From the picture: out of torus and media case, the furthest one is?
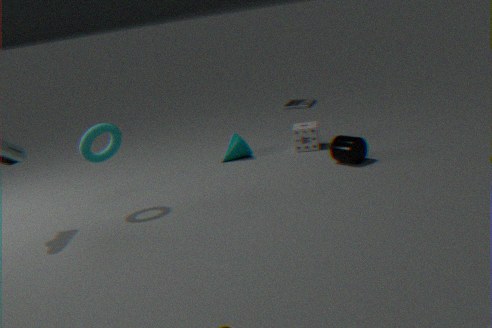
media case
